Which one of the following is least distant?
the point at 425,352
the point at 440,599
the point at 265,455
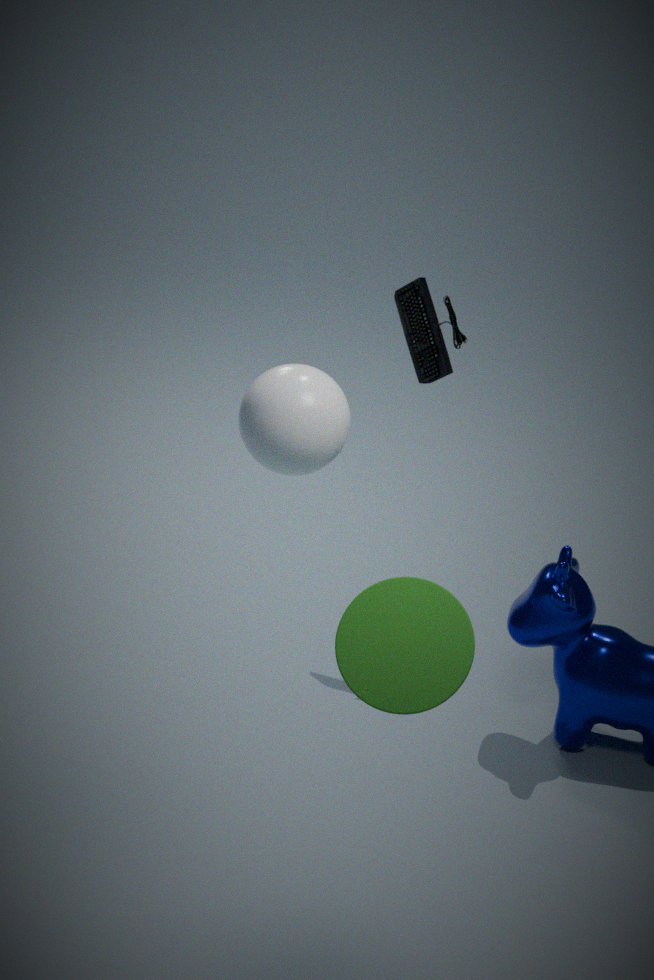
the point at 440,599
